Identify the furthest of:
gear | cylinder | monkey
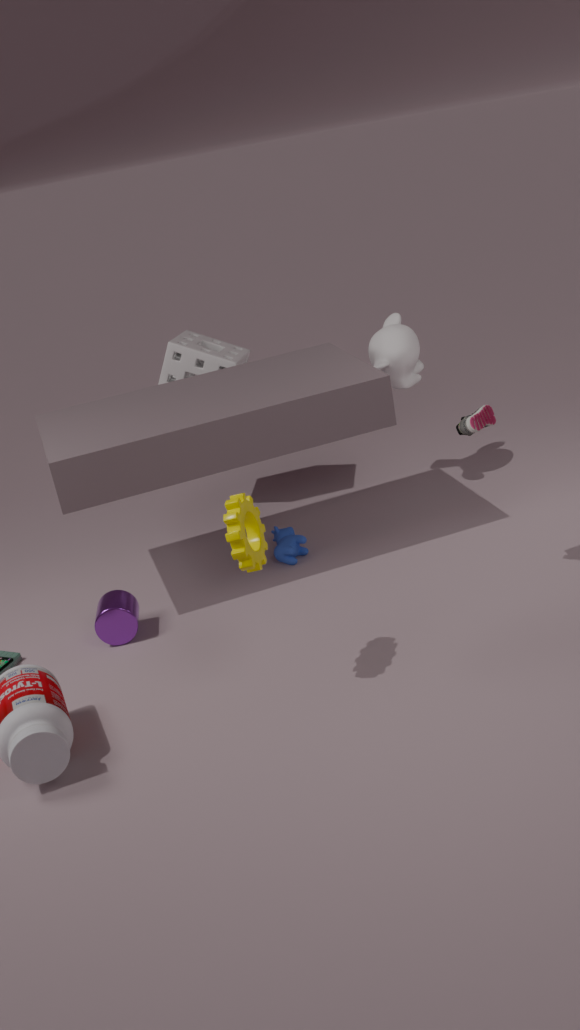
monkey
